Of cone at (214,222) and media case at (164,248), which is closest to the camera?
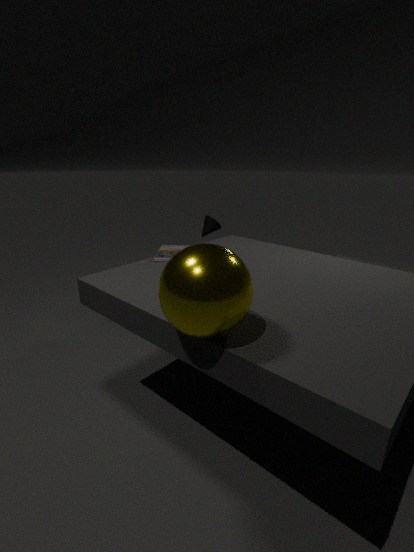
media case at (164,248)
